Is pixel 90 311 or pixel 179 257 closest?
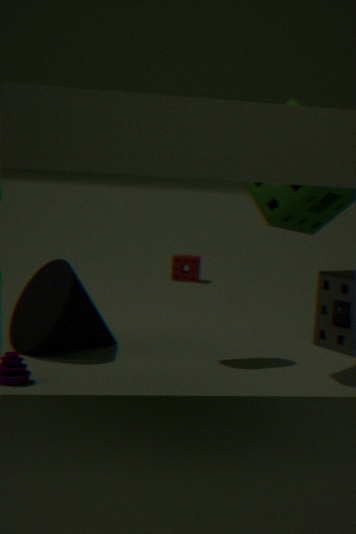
pixel 90 311
